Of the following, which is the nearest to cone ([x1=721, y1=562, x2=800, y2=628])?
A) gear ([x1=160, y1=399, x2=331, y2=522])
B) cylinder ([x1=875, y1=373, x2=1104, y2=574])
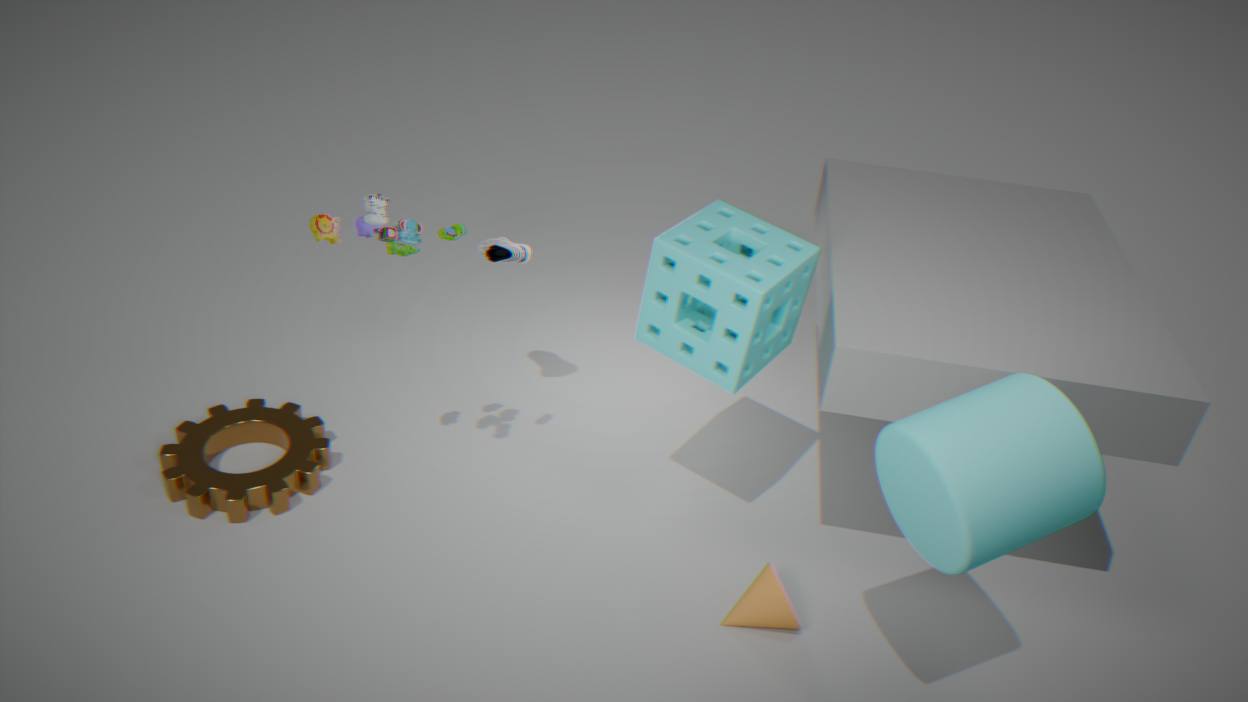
cylinder ([x1=875, y1=373, x2=1104, y2=574])
